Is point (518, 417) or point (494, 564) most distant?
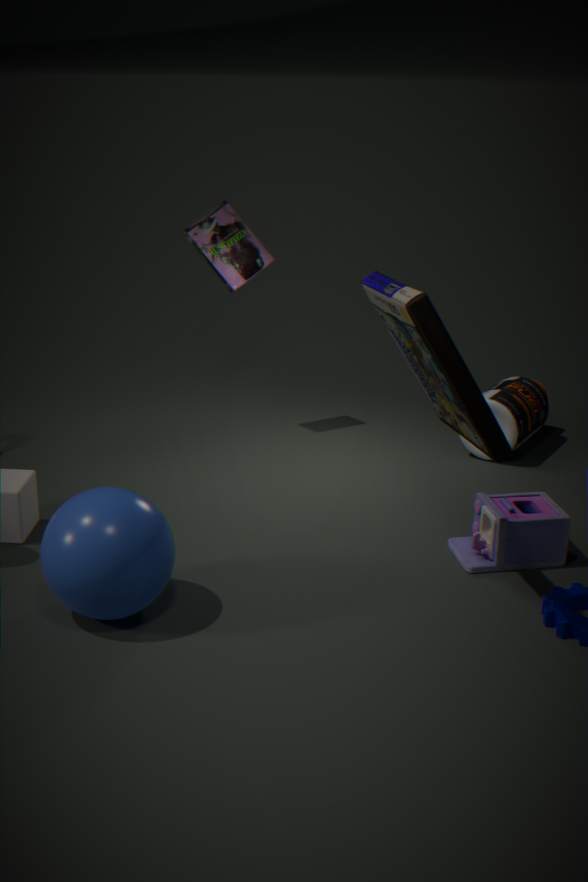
point (518, 417)
